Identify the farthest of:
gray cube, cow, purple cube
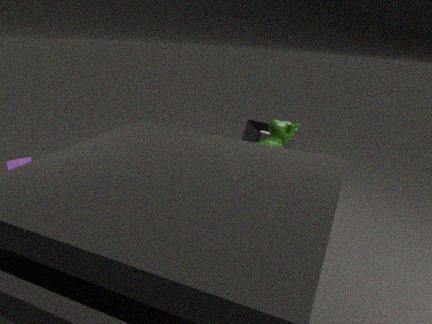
gray cube
